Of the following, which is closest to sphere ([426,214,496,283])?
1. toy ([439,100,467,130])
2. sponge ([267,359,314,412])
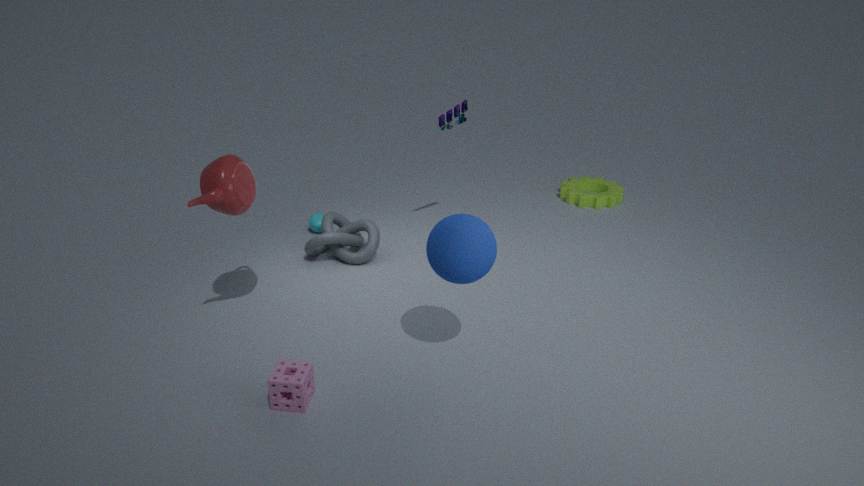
sponge ([267,359,314,412])
